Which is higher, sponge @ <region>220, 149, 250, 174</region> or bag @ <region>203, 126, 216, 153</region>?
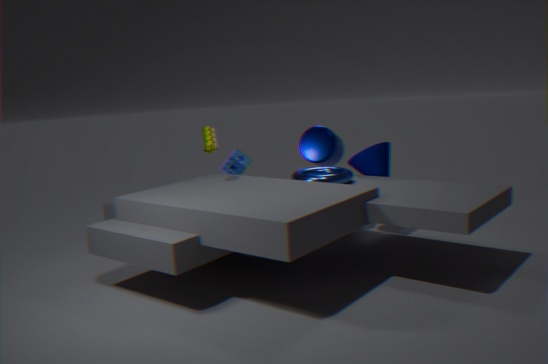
bag @ <region>203, 126, 216, 153</region>
